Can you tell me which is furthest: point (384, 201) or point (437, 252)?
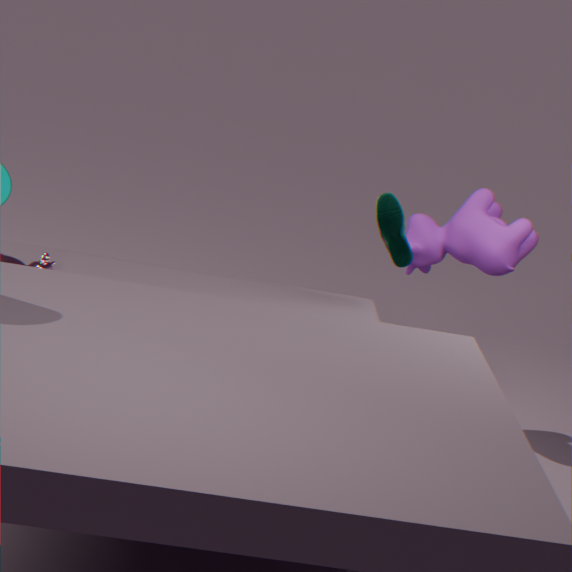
point (437, 252)
